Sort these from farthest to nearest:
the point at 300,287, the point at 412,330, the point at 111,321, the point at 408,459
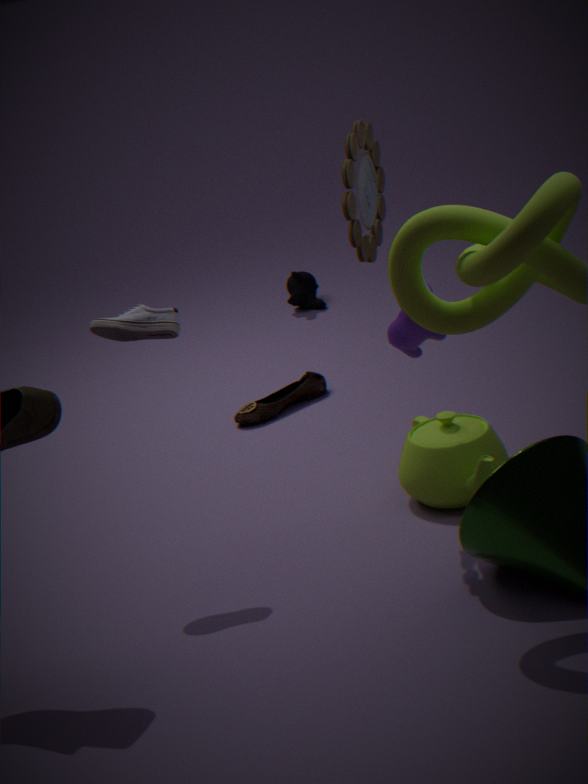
the point at 300,287 < the point at 408,459 < the point at 412,330 < the point at 111,321
